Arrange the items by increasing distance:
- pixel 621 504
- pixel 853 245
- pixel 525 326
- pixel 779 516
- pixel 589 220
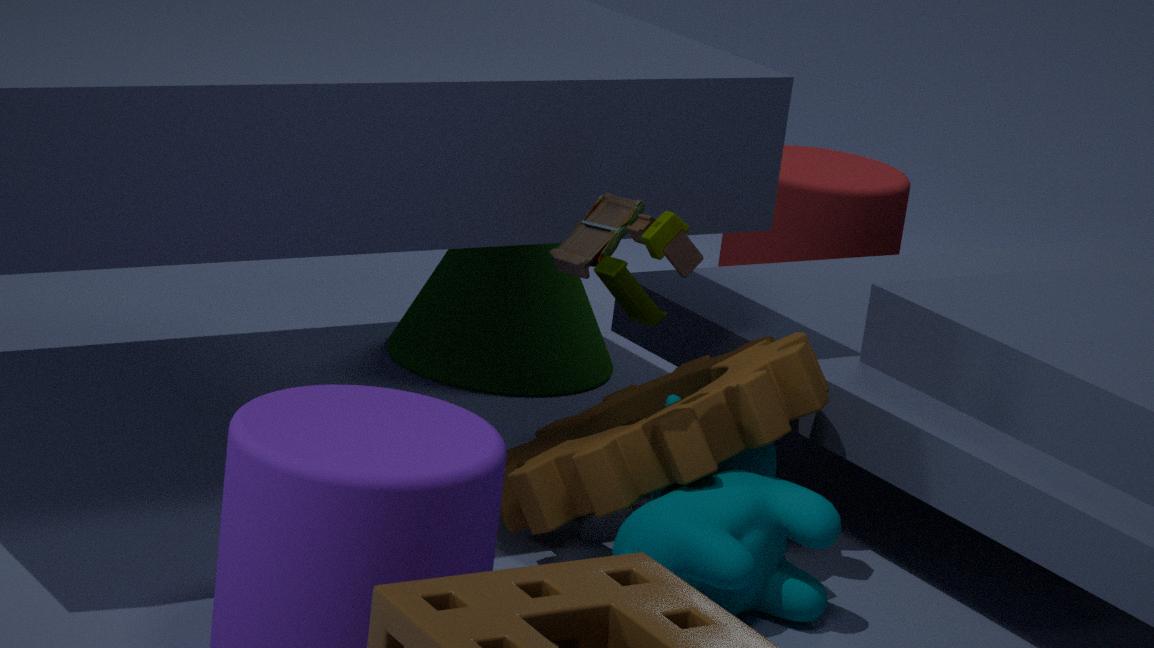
pixel 621 504
pixel 779 516
pixel 589 220
pixel 525 326
pixel 853 245
